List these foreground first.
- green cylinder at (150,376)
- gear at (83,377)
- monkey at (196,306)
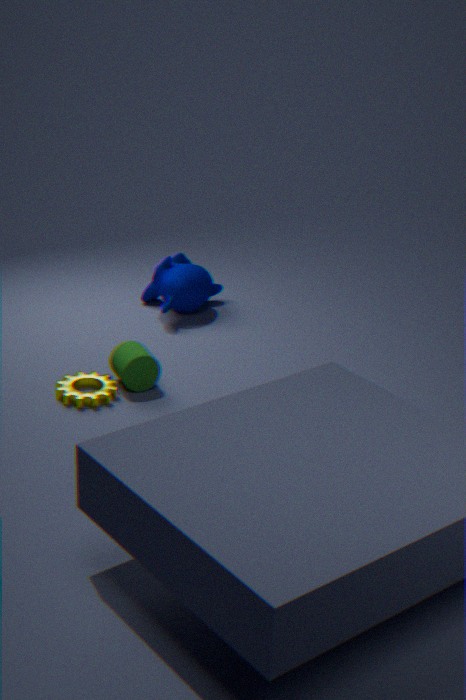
gear at (83,377) < green cylinder at (150,376) < monkey at (196,306)
